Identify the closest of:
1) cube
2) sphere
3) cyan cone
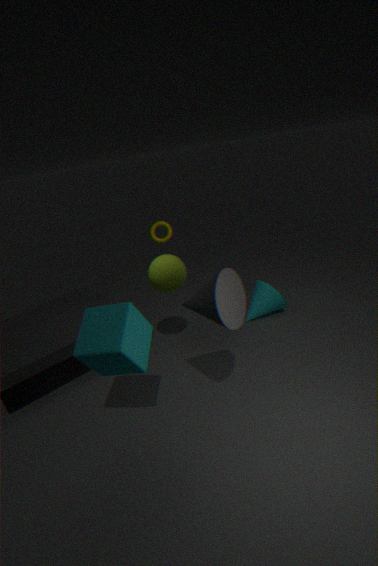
1. cube
